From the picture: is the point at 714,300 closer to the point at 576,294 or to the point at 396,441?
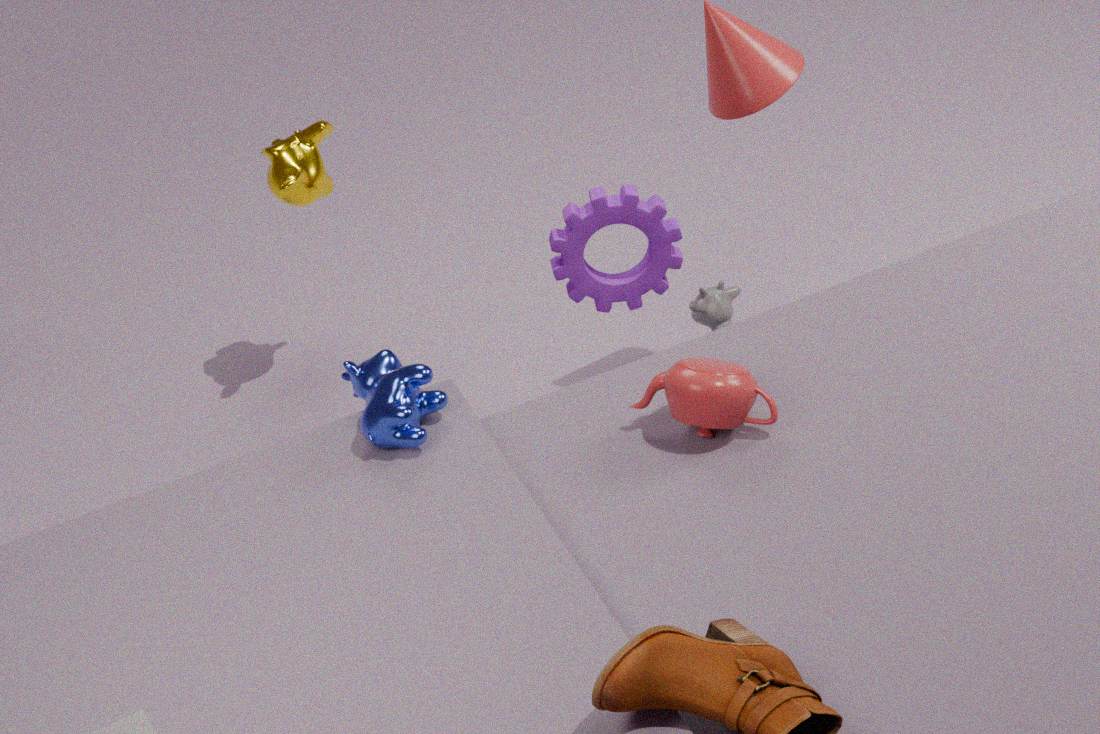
the point at 576,294
